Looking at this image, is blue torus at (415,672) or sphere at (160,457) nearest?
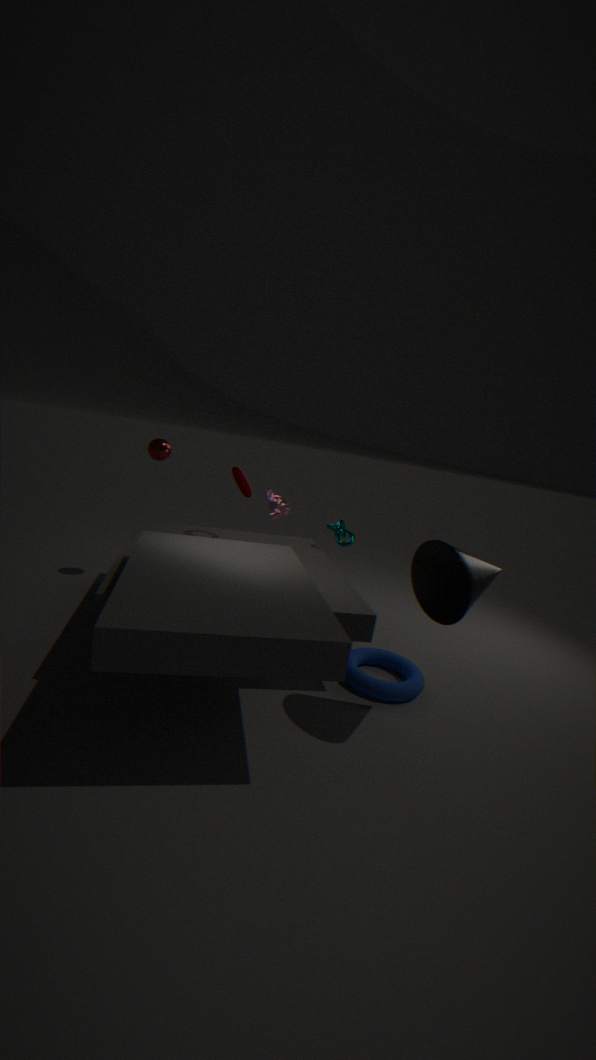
blue torus at (415,672)
